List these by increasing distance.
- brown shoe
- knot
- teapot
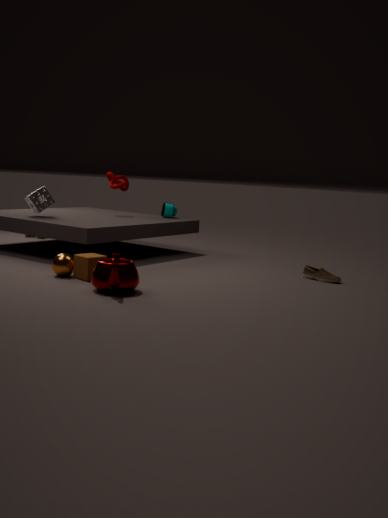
1. teapot
2. brown shoe
3. knot
